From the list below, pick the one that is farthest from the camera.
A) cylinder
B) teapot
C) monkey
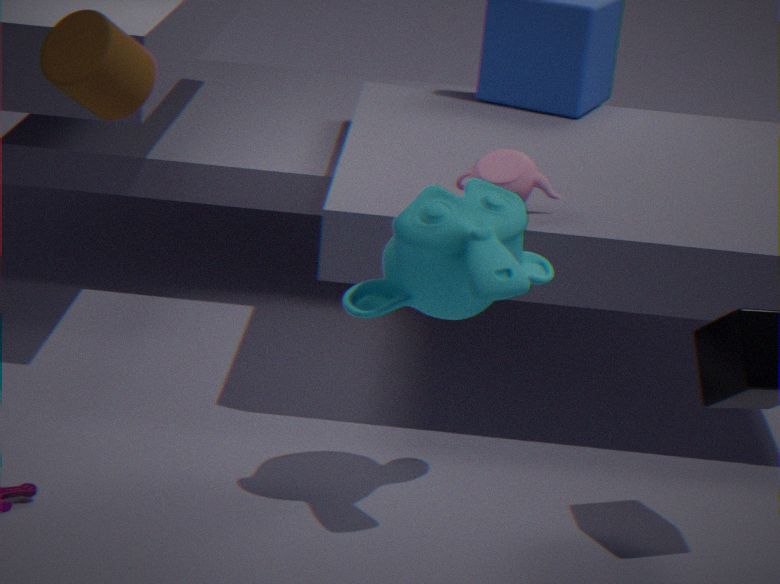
teapot
